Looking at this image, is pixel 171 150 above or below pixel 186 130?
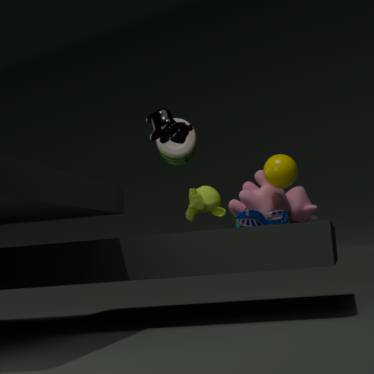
above
